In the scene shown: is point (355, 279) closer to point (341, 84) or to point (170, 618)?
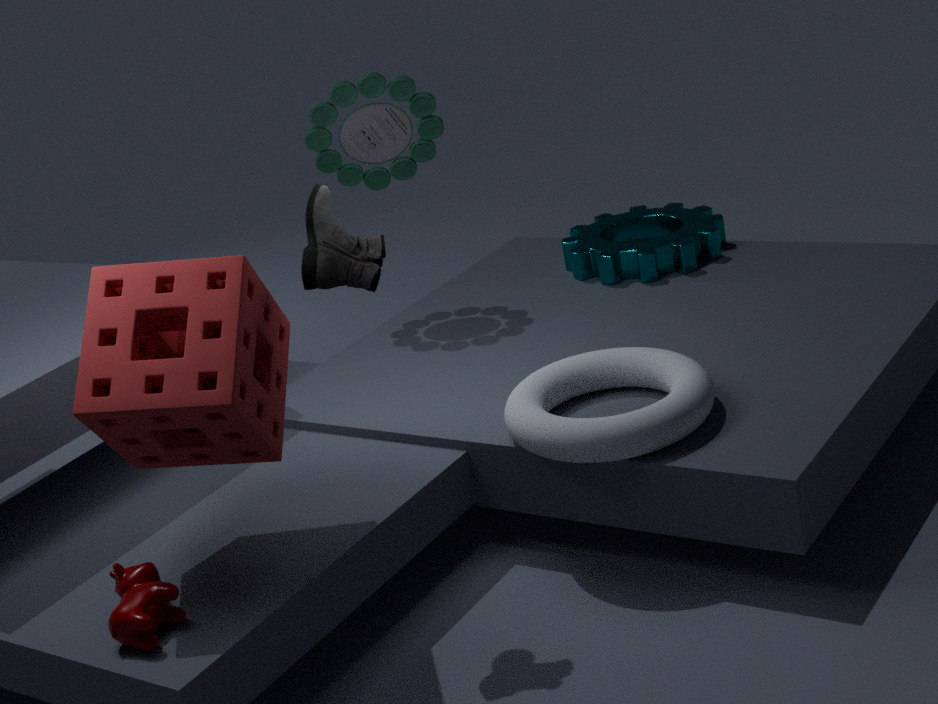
point (170, 618)
